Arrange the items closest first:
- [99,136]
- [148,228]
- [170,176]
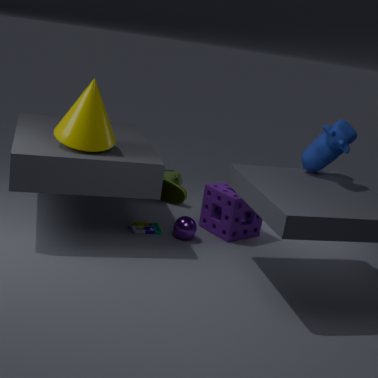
[99,136]
[148,228]
[170,176]
